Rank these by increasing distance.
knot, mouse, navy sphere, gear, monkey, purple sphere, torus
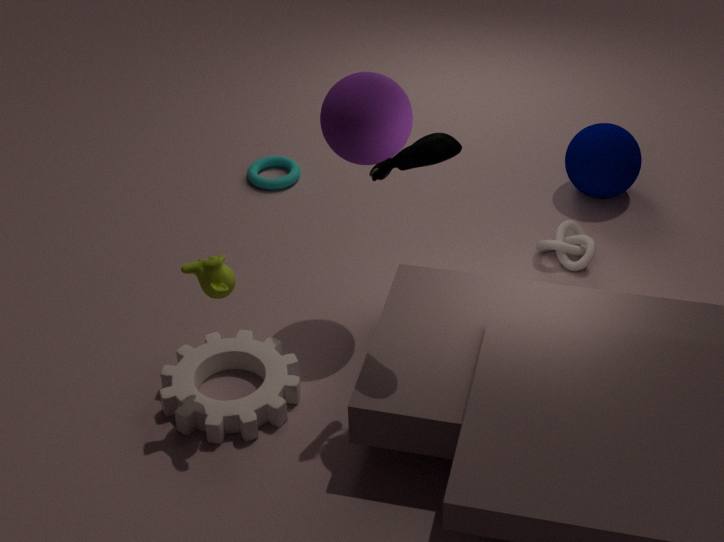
1. mouse
2. monkey
3. purple sphere
4. gear
5. knot
6. navy sphere
7. torus
